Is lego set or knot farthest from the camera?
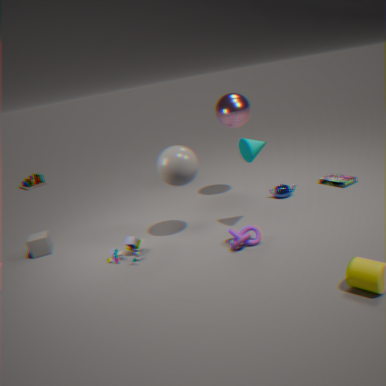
lego set
